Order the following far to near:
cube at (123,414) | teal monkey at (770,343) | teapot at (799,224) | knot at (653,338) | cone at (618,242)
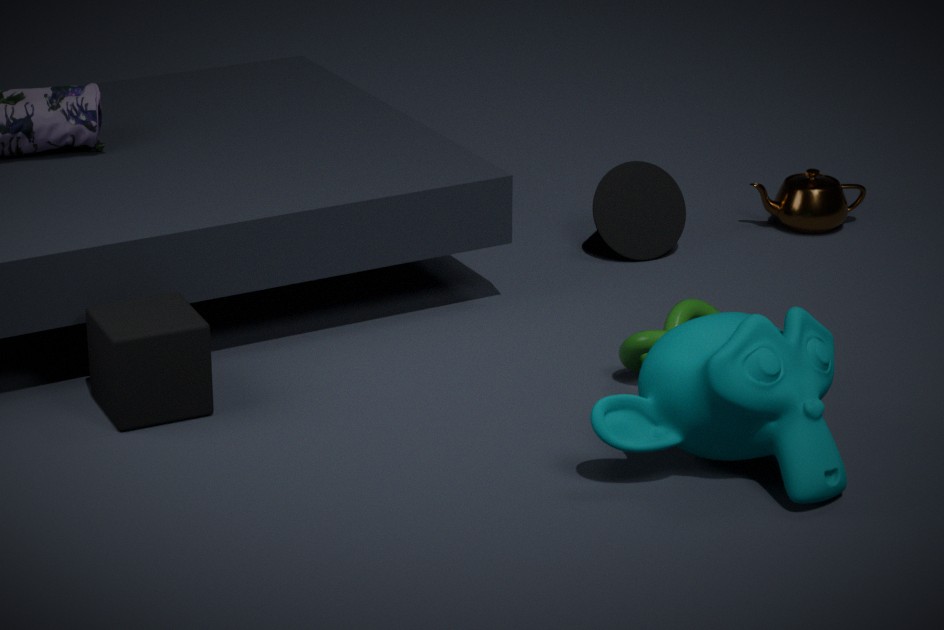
1. teapot at (799,224)
2. cone at (618,242)
3. knot at (653,338)
4. cube at (123,414)
5. teal monkey at (770,343)
